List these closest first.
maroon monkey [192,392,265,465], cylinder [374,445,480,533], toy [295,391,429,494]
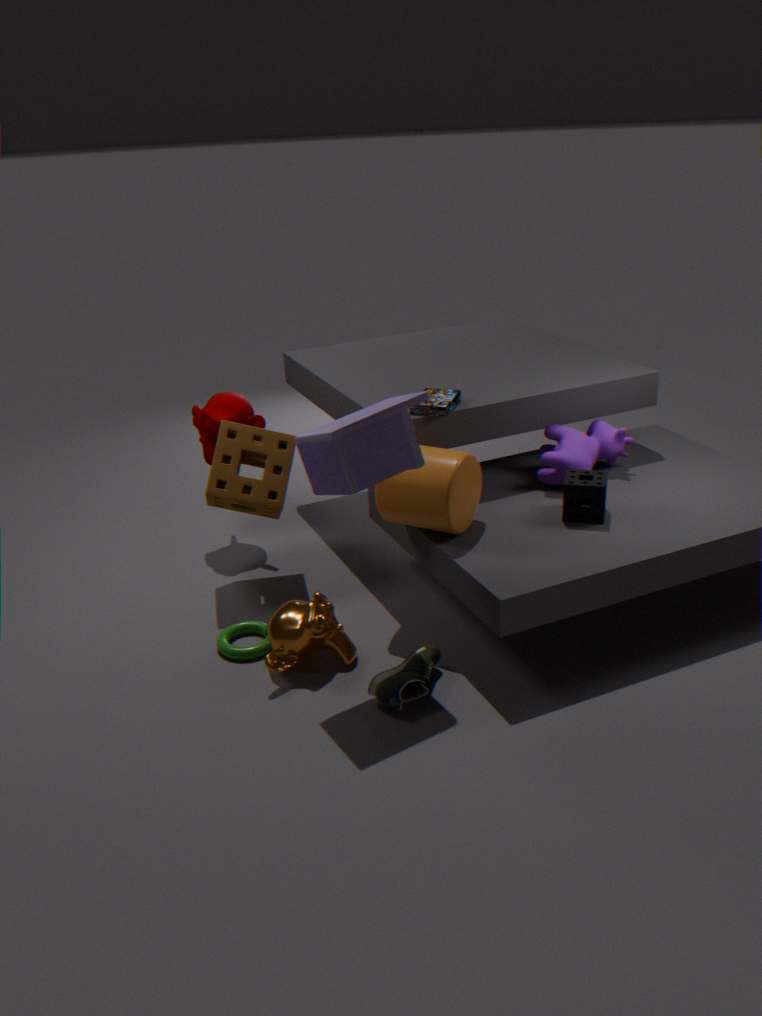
toy [295,391,429,494]
cylinder [374,445,480,533]
maroon monkey [192,392,265,465]
